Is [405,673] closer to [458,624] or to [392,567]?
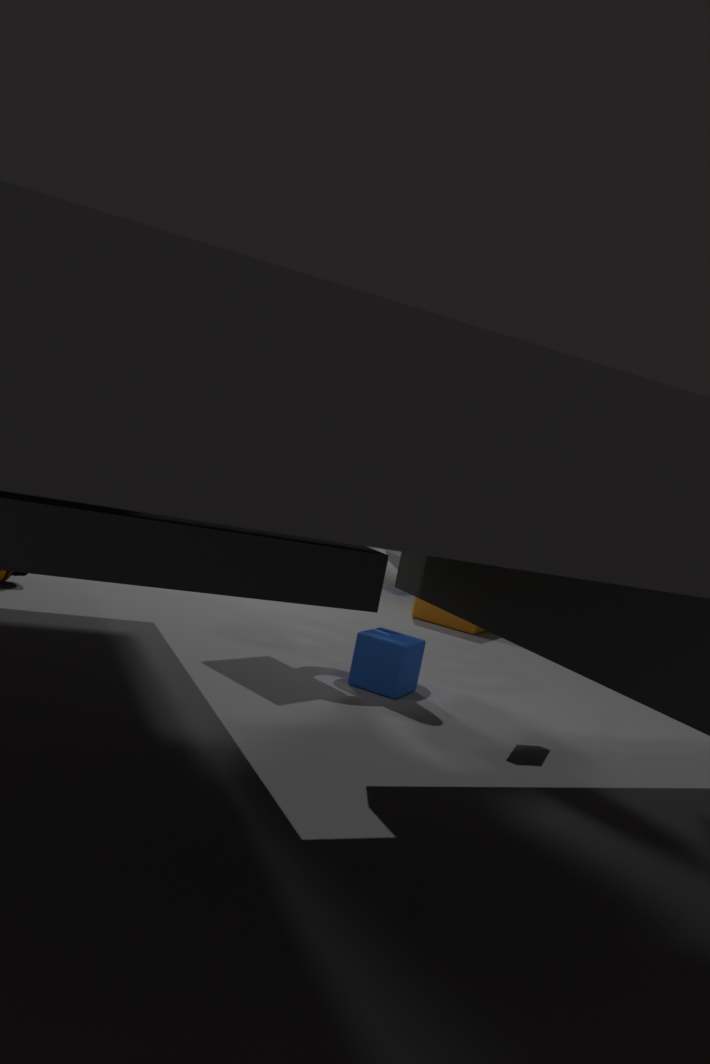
[392,567]
